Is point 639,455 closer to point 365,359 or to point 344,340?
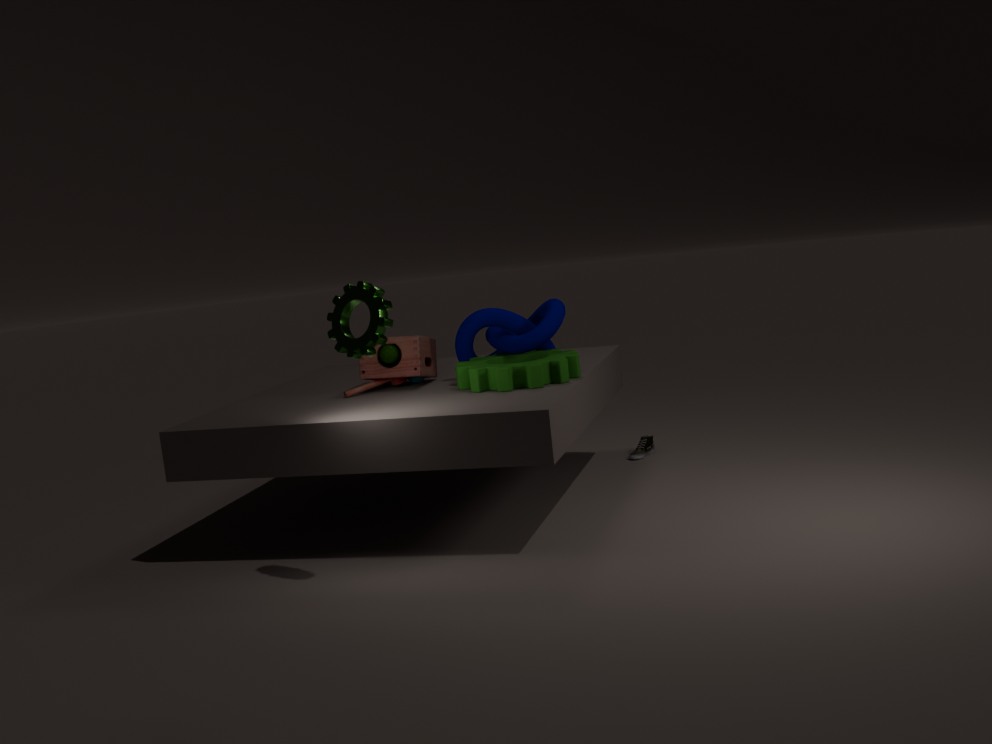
point 365,359
